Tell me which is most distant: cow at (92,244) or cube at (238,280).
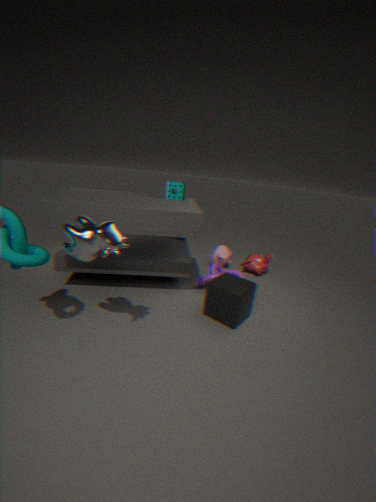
cube at (238,280)
